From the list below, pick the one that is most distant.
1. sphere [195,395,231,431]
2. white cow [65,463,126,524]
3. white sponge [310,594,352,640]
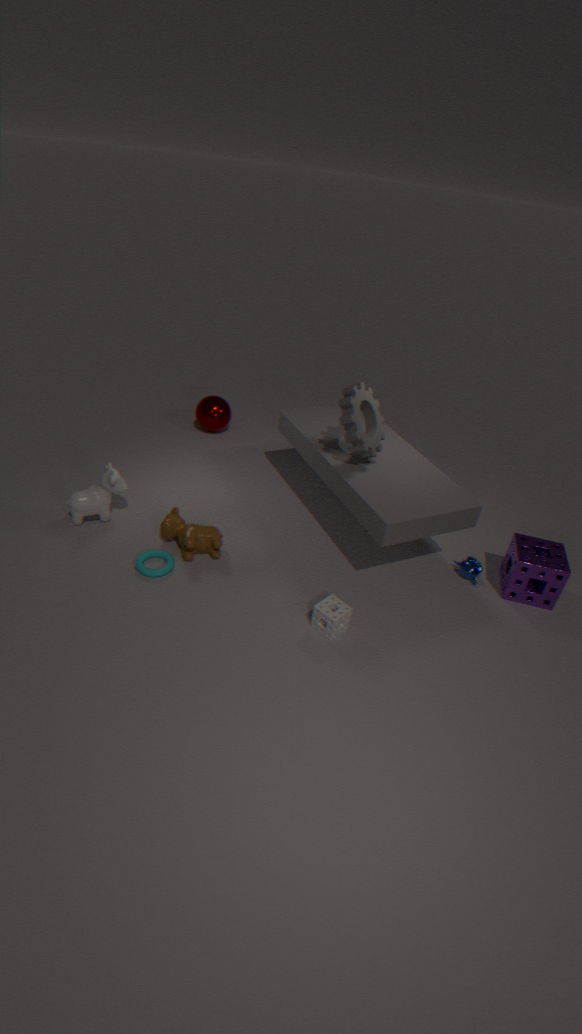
sphere [195,395,231,431]
